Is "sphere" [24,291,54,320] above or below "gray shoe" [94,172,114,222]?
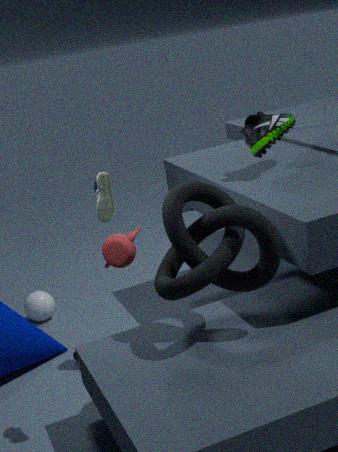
below
